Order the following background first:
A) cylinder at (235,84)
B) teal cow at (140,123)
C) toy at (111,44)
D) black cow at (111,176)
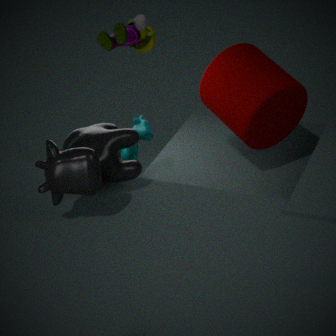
toy at (111,44) → teal cow at (140,123) → cylinder at (235,84) → black cow at (111,176)
